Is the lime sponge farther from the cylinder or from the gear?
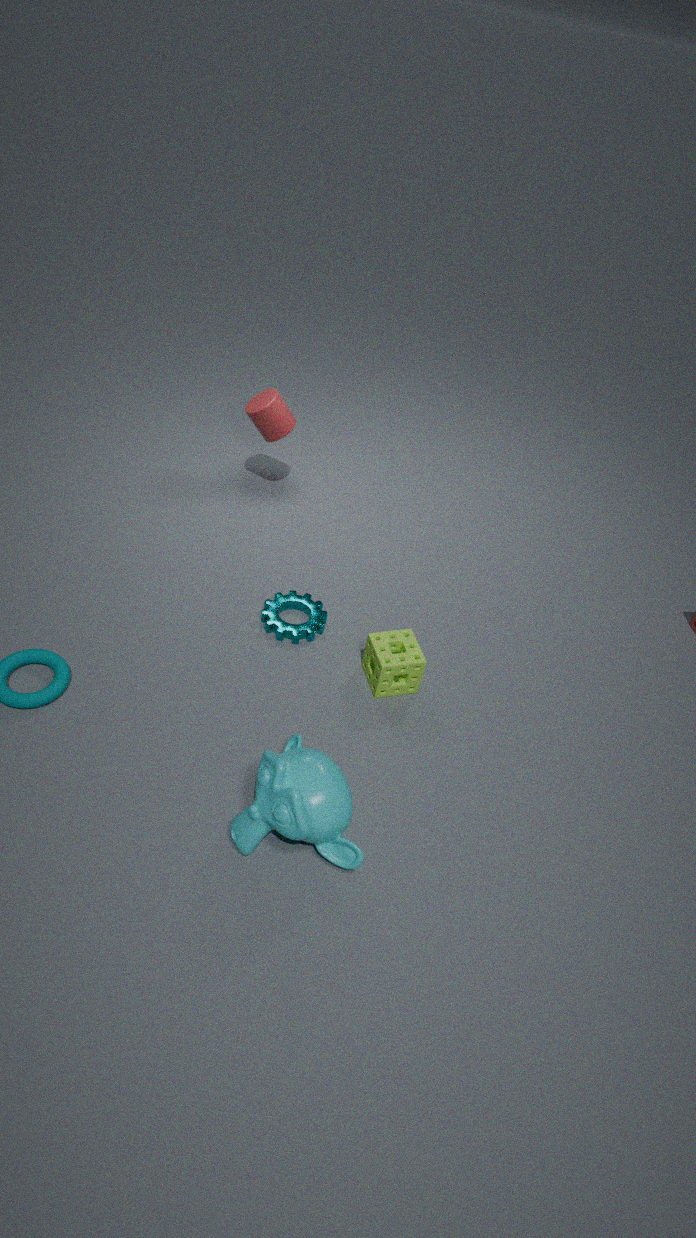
the cylinder
